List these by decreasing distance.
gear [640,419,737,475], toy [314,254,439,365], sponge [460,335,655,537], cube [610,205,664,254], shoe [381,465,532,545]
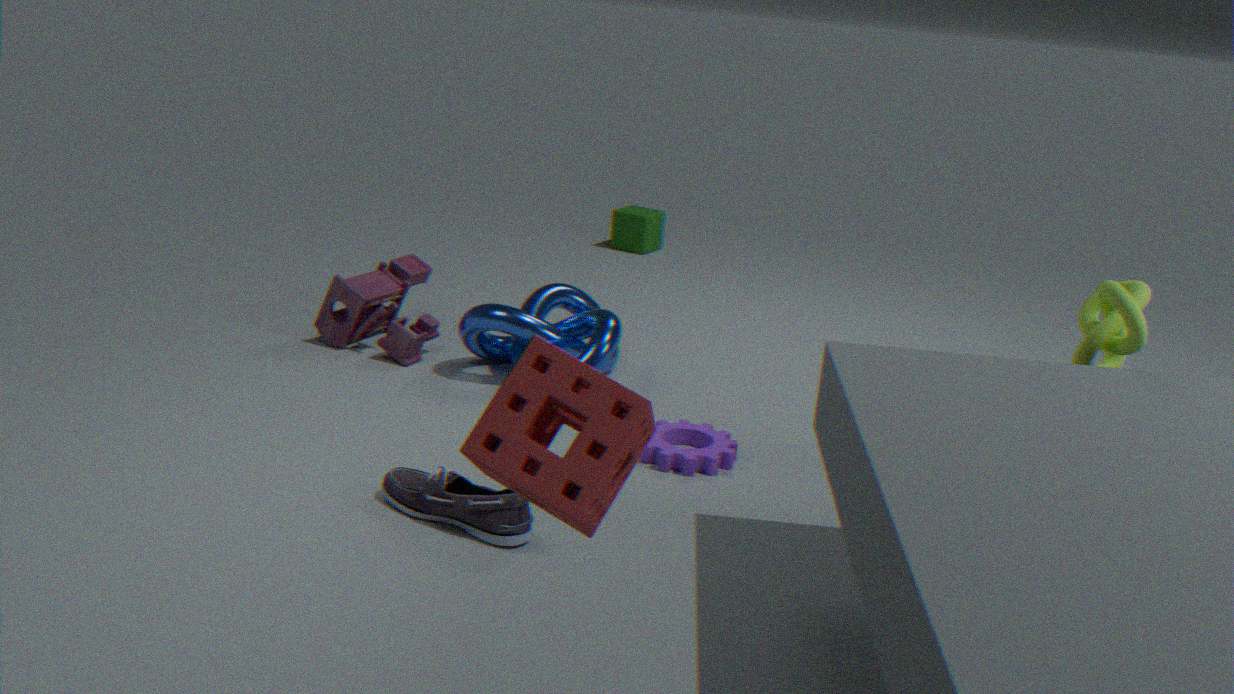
cube [610,205,664,254] → toy [314,254,439,365] → gear [640,419,737,475] → shoe [381,465,532,545] → sponge [460,335,655,537]
